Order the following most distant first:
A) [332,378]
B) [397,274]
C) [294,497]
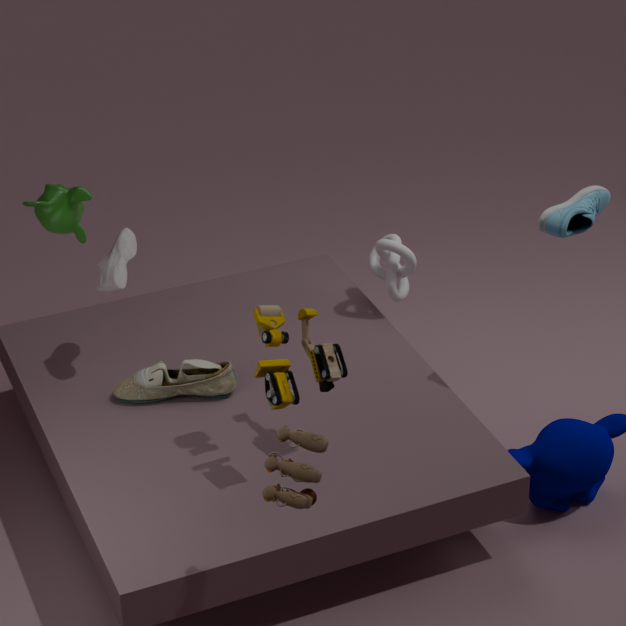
[397,274]
[332,378]
[294,497]
